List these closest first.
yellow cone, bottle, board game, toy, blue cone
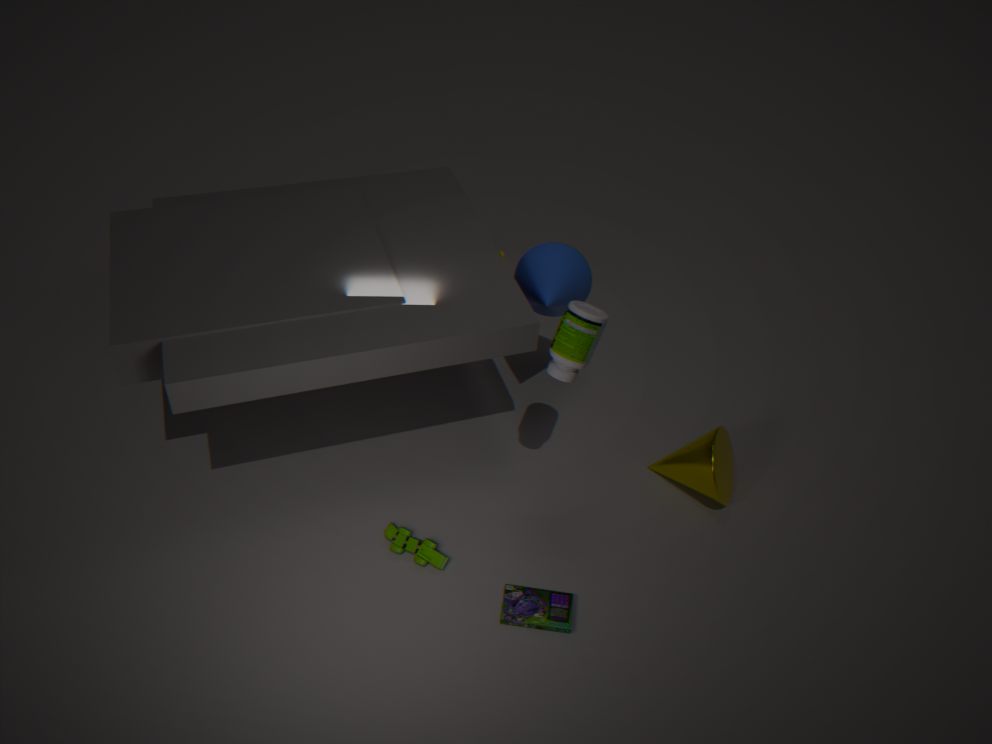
bottle, board game, toy, blue cone, yellow cone
